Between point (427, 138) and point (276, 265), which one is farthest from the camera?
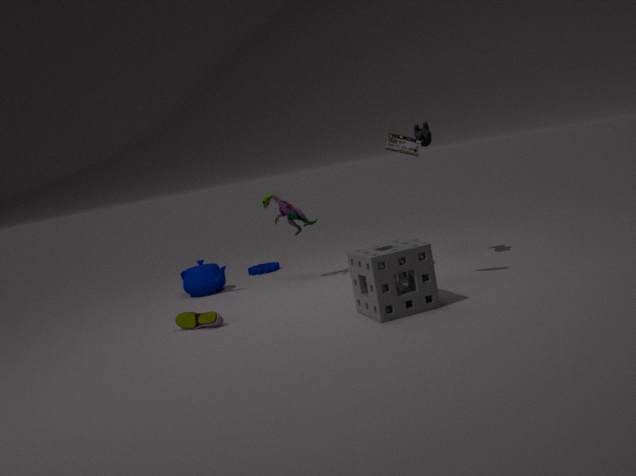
point (276, 265)
